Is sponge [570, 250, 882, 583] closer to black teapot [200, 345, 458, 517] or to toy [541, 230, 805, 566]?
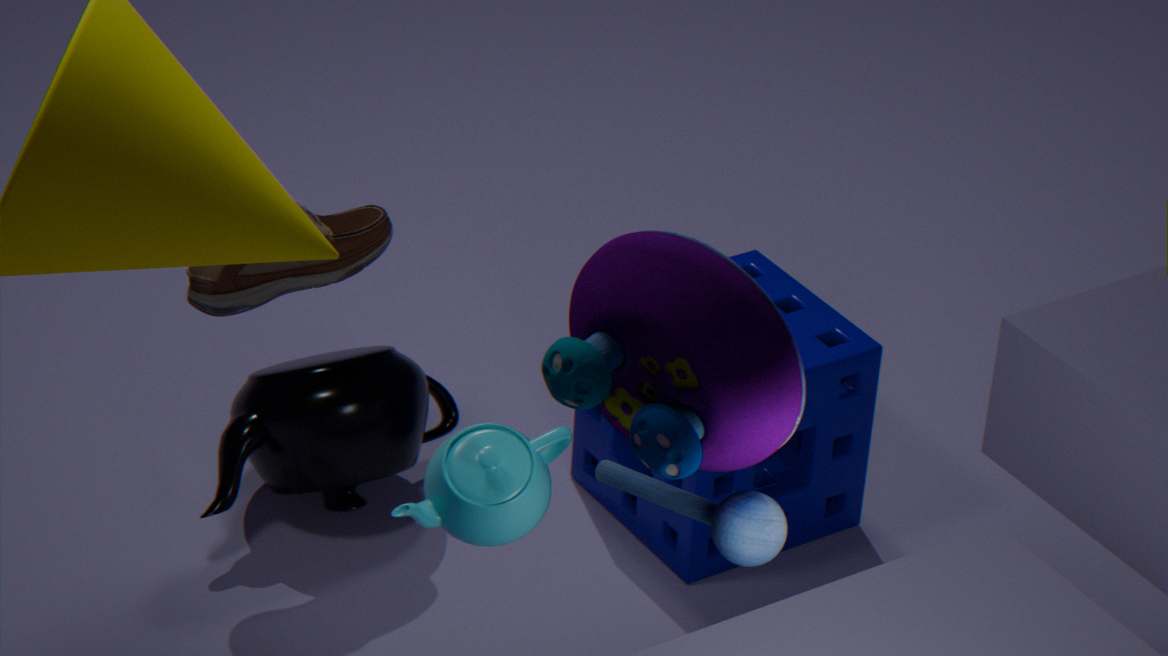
black teapot [200, 345, 458, 517]
